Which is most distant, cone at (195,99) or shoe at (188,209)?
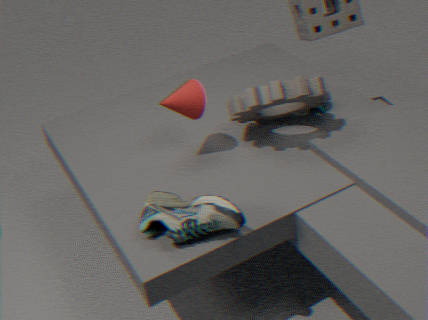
cone at (195,99)
